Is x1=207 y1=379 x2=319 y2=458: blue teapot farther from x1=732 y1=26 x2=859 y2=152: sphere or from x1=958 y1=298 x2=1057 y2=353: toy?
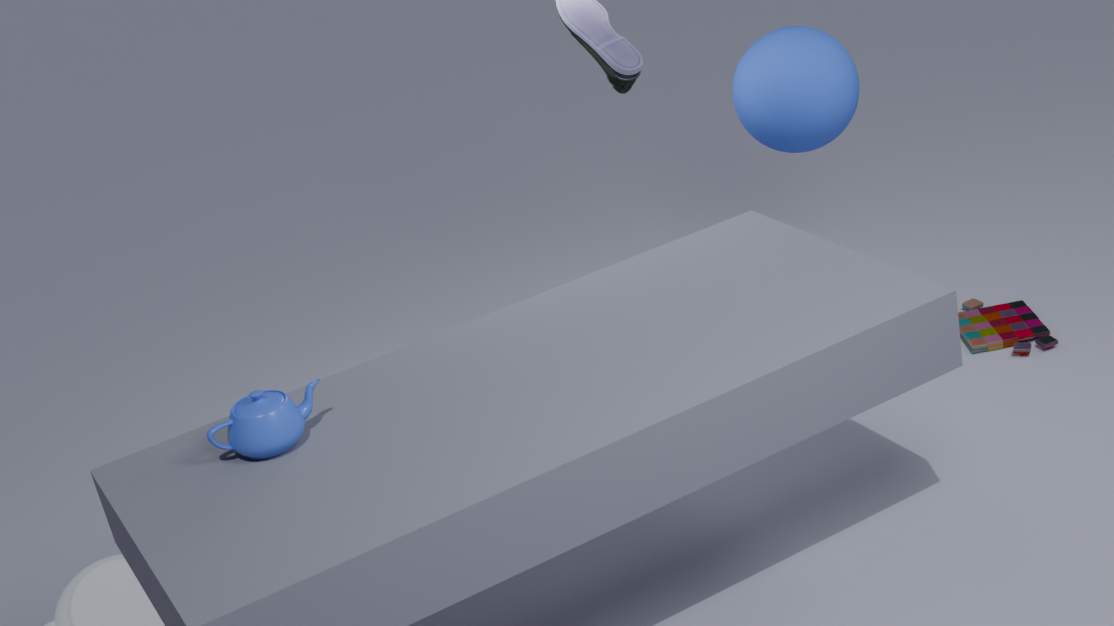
x1=958 y1=298 x2=1057 y2=353: toy
